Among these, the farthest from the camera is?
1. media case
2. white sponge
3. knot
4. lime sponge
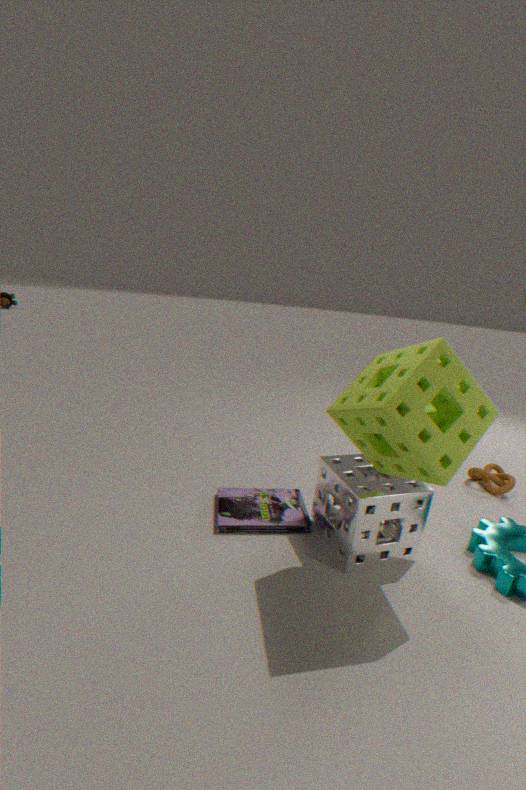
knot
